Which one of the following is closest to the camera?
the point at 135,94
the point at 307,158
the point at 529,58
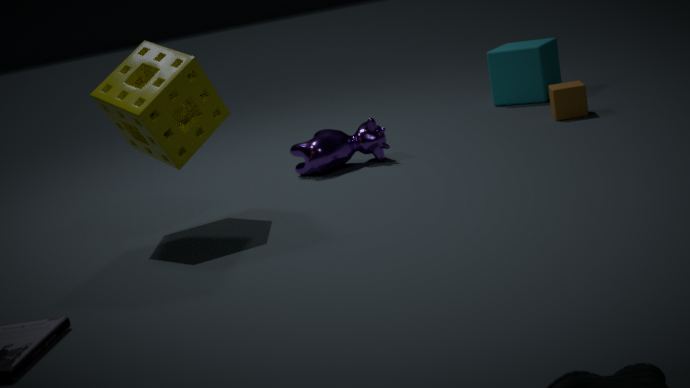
the point at 135,94
